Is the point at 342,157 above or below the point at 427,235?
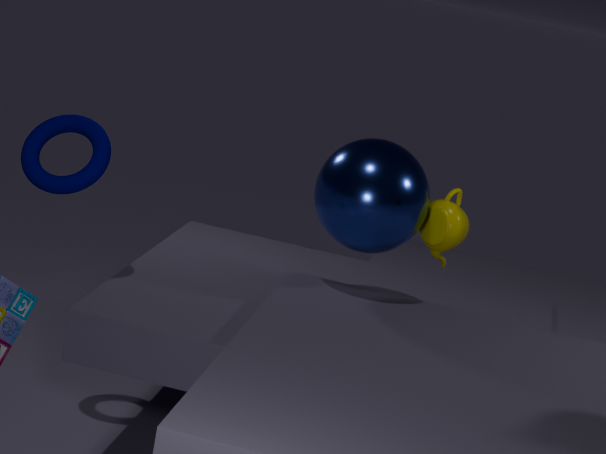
above
